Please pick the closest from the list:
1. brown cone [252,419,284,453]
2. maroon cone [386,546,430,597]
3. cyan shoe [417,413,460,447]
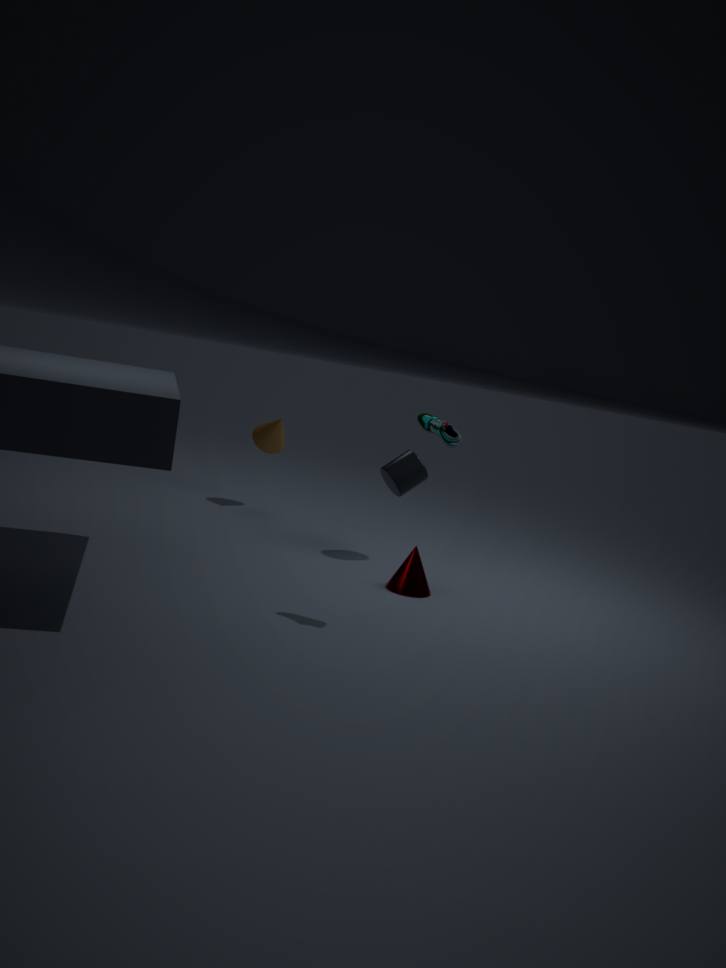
cyan shoe [417,413,460,447]
